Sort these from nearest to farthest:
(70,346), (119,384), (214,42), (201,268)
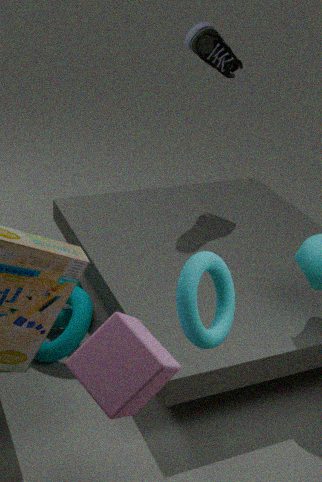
(119,384), (201,268), (70,346), (214,42)
